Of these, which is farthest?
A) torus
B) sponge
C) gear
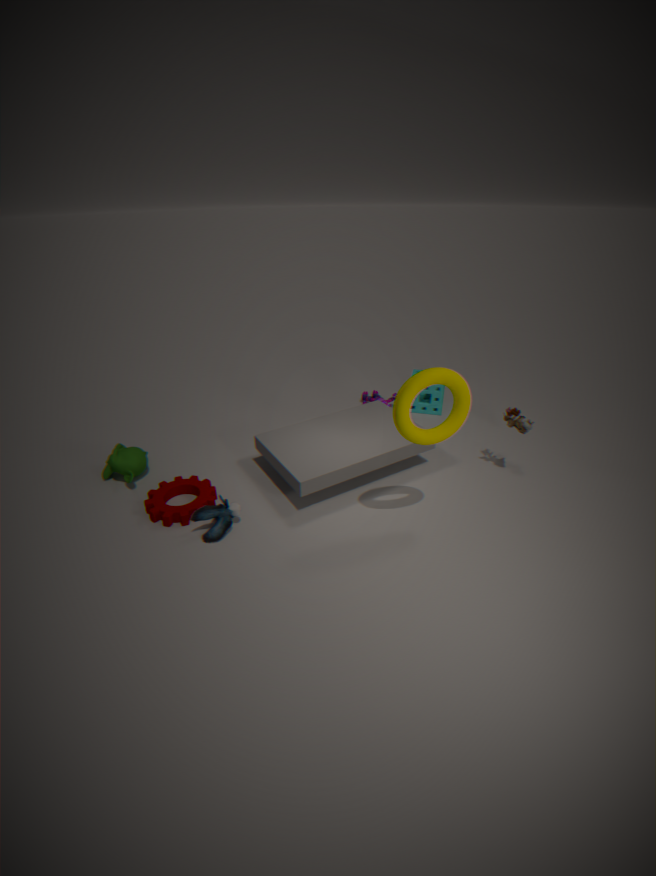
sponge
